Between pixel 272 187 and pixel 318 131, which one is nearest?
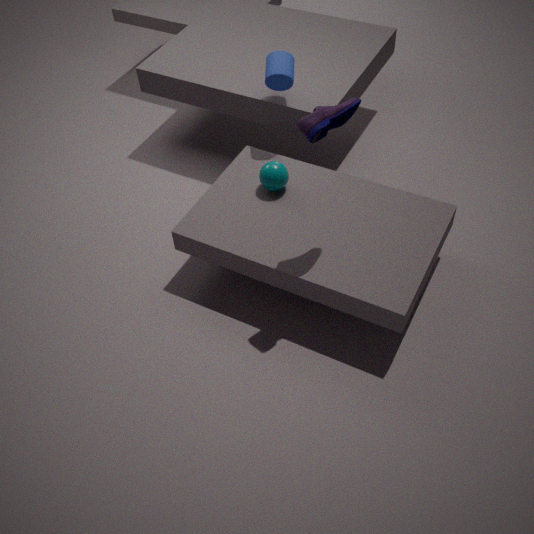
pixel 318 131
